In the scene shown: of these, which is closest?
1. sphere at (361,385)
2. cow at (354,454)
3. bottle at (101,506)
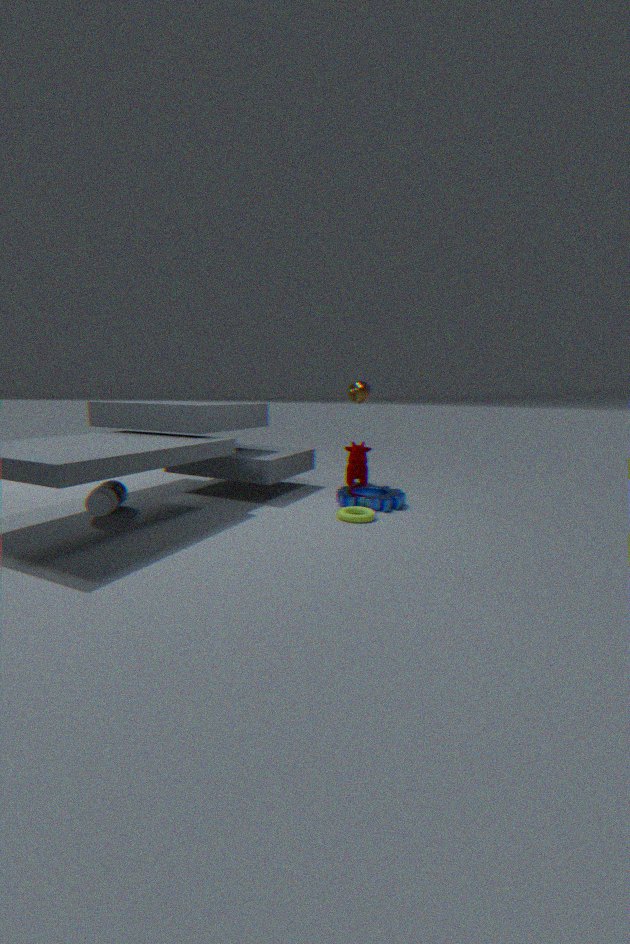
bottle at (101,506)
